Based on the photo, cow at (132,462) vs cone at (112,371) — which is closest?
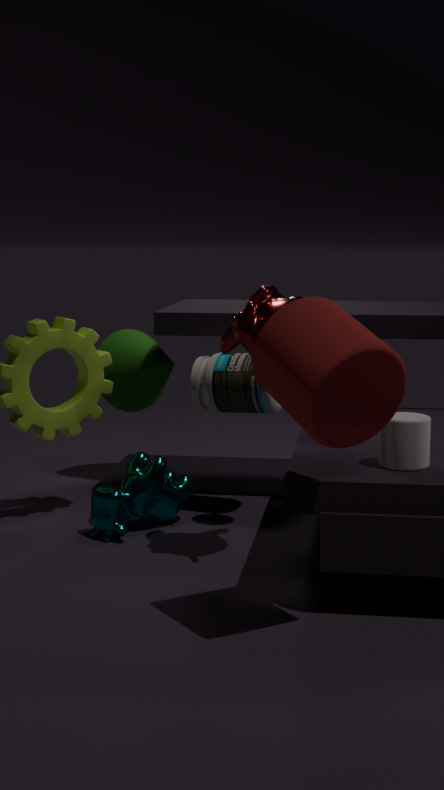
cow at (132,462)
